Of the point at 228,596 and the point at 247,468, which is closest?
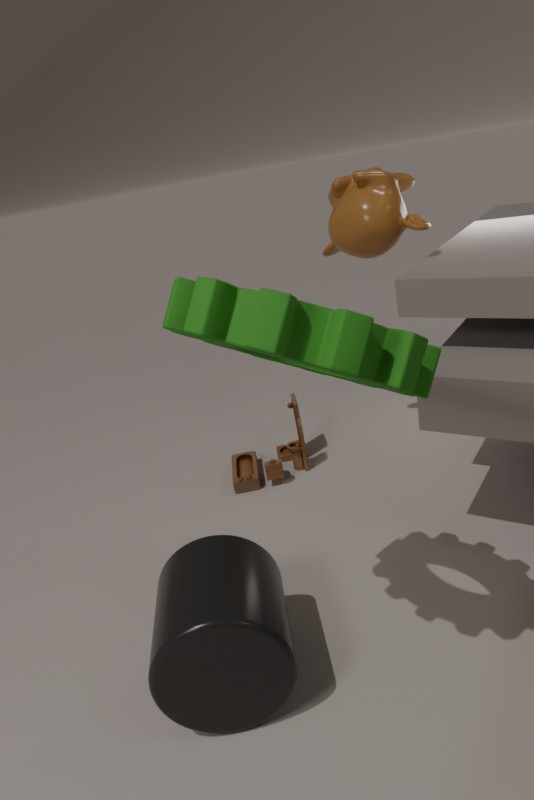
the point at 228,596
